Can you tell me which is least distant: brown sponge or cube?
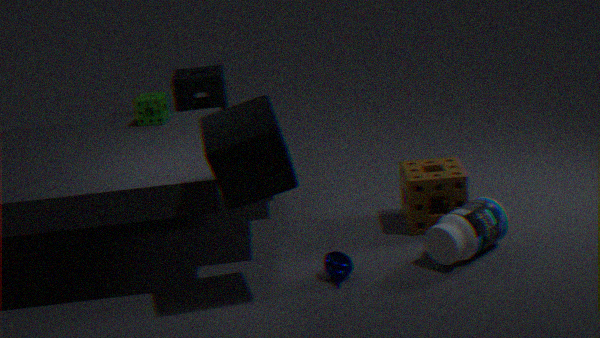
cube
